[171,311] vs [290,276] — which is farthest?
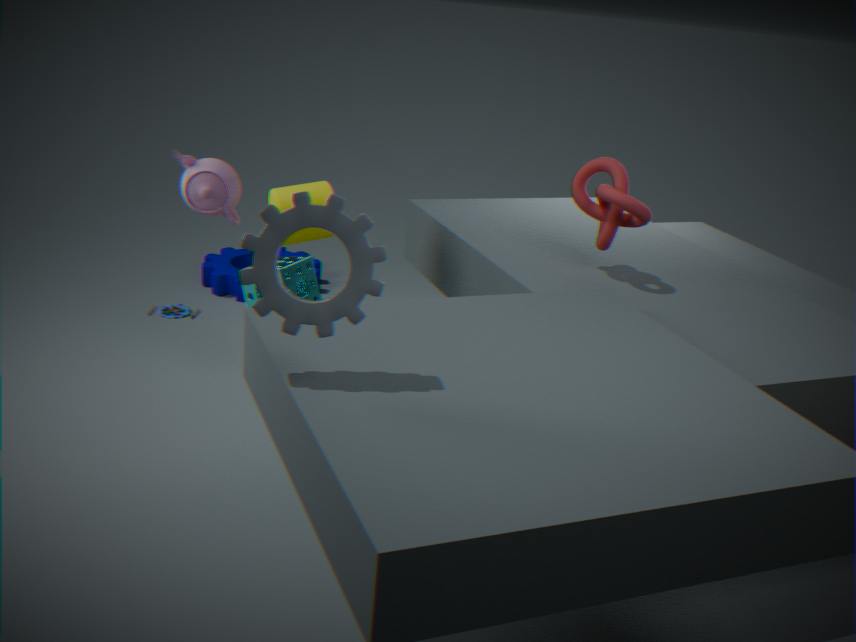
[171,311]
